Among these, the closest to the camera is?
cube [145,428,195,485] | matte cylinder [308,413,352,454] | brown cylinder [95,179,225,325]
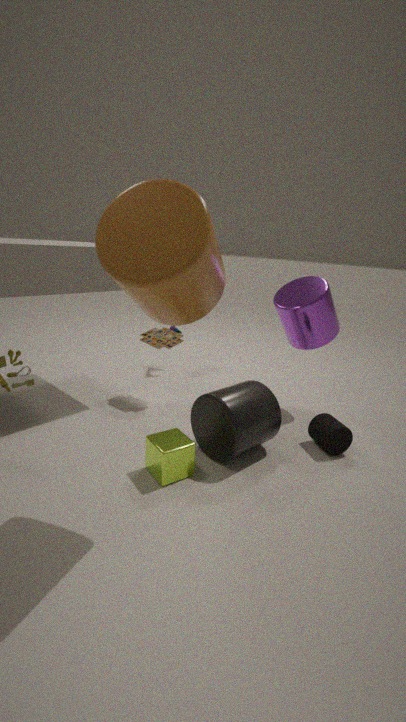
brown cylinder [95,179,225,325]
